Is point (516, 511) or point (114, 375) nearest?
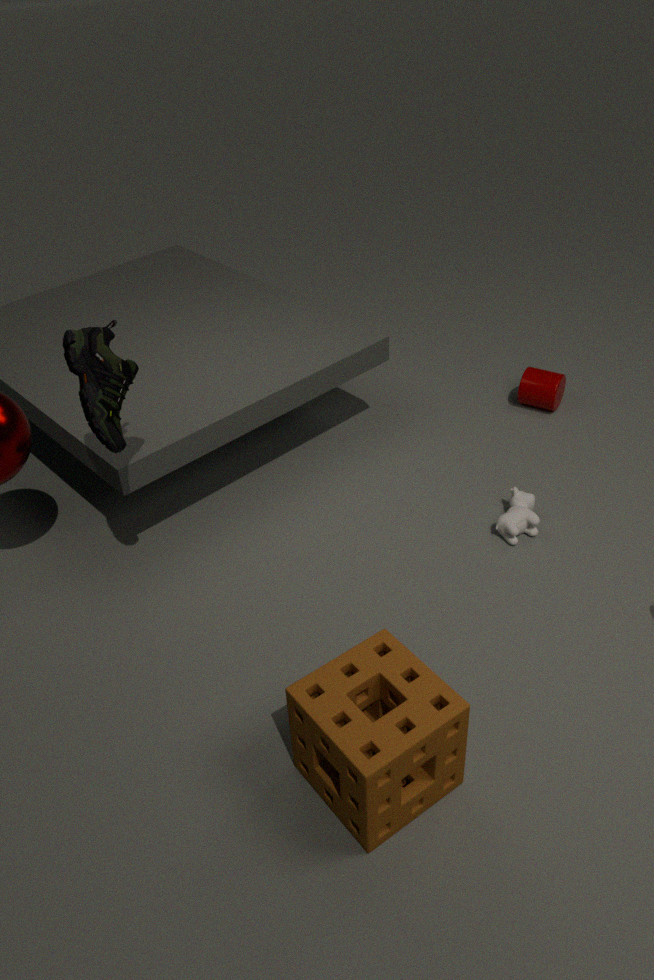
point (114, 375)
